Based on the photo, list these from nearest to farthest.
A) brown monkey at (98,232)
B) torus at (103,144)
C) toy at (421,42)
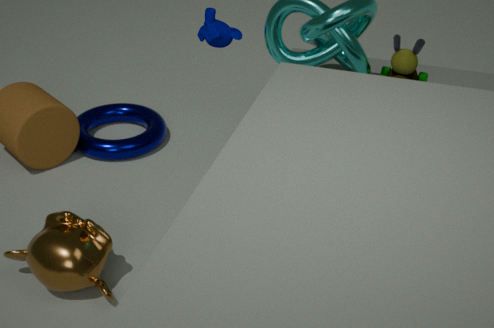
brown monkey at (98,232) < toy at (421,42) < torus at (103,144)
